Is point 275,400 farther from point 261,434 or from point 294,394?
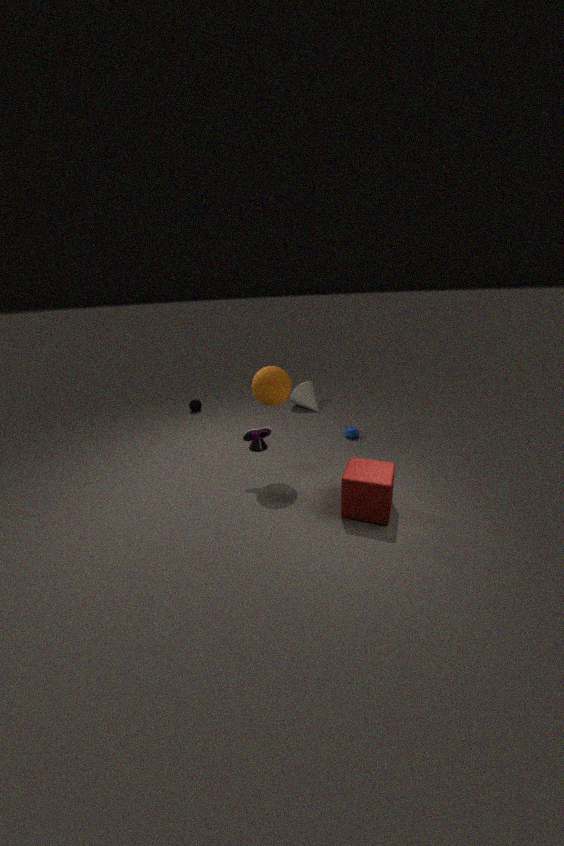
point 294,394
